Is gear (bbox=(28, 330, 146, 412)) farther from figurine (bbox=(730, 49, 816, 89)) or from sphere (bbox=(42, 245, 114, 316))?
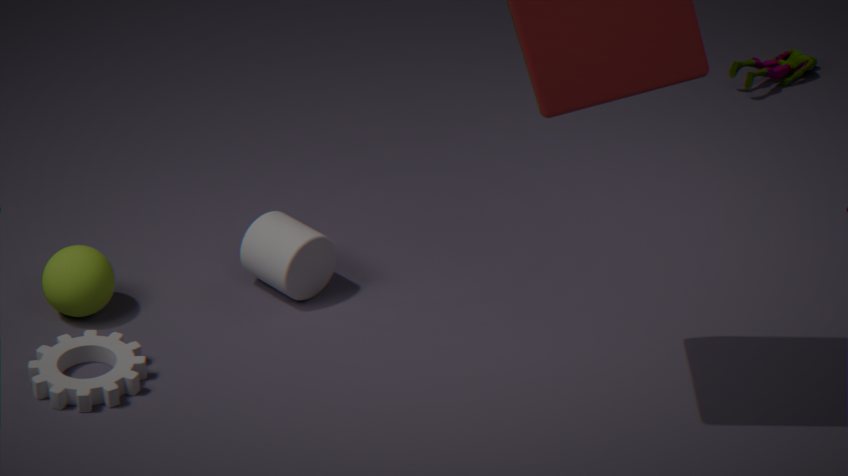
figurine (bbox=(730, 49, 816, 89))
